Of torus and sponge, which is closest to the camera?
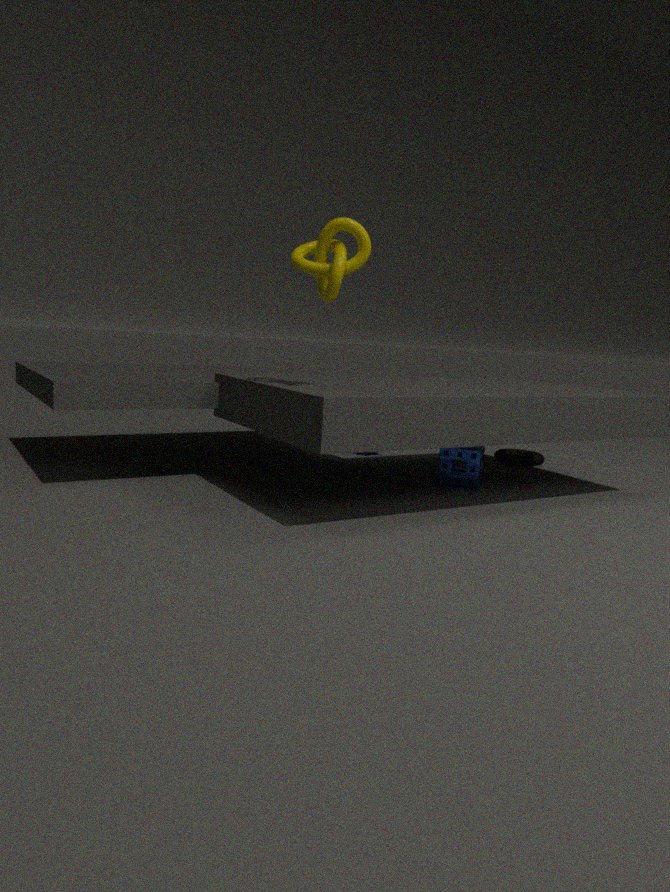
sponge
